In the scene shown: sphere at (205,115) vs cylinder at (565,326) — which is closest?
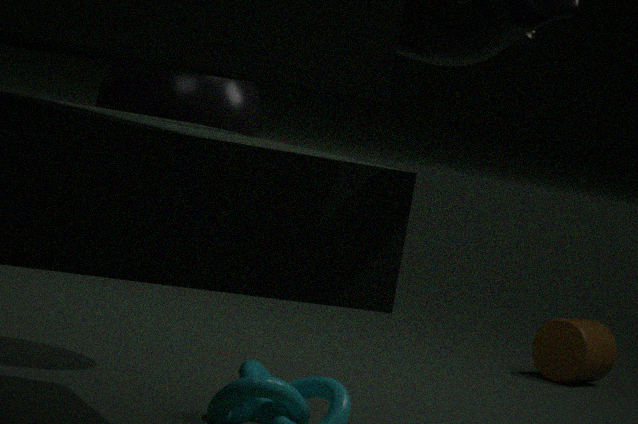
sphere at (205,115)
